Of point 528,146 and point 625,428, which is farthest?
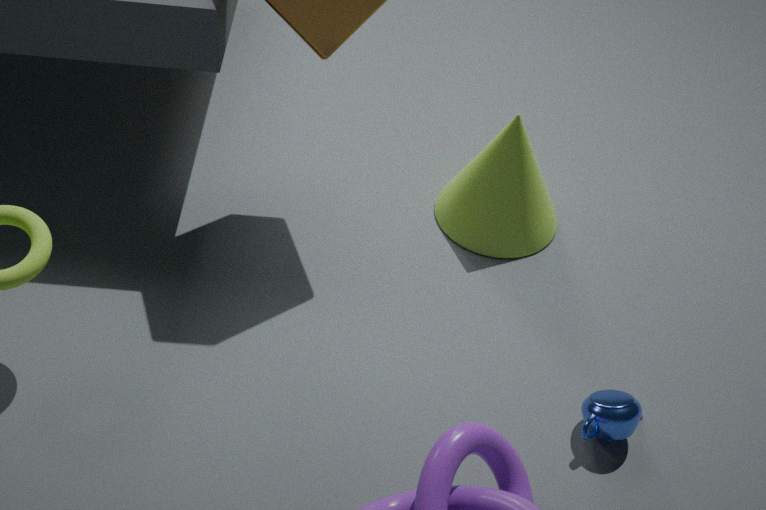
point 528,146
